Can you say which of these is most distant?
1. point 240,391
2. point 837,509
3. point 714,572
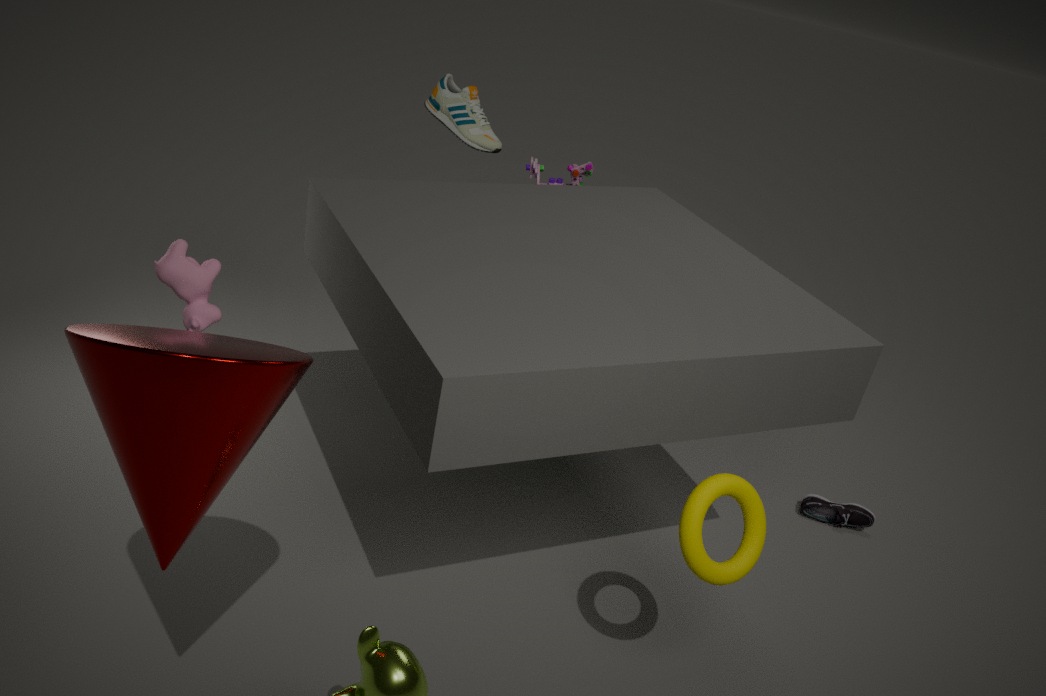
point 837,509
